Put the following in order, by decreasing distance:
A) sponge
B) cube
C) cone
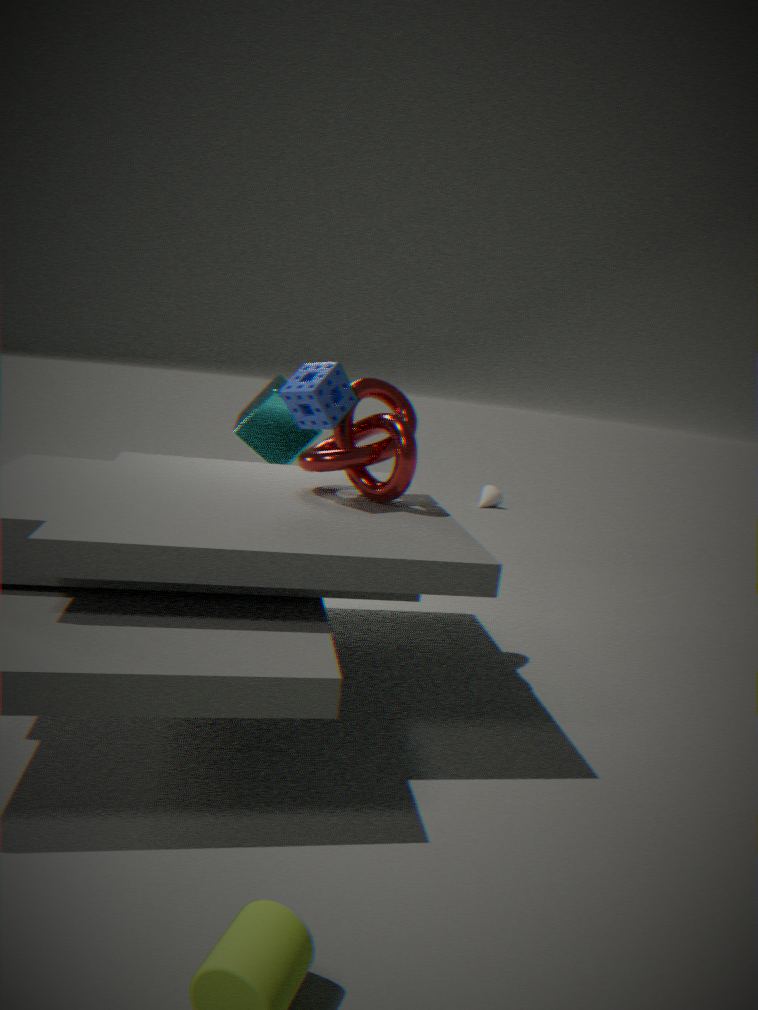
cone, cube, sponge
